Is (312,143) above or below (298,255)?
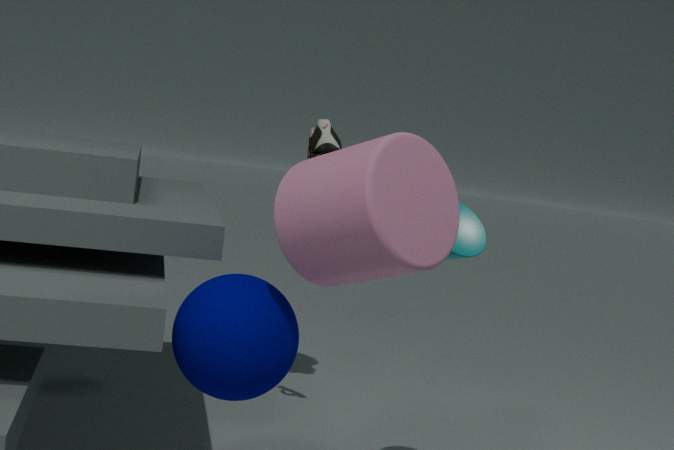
above
